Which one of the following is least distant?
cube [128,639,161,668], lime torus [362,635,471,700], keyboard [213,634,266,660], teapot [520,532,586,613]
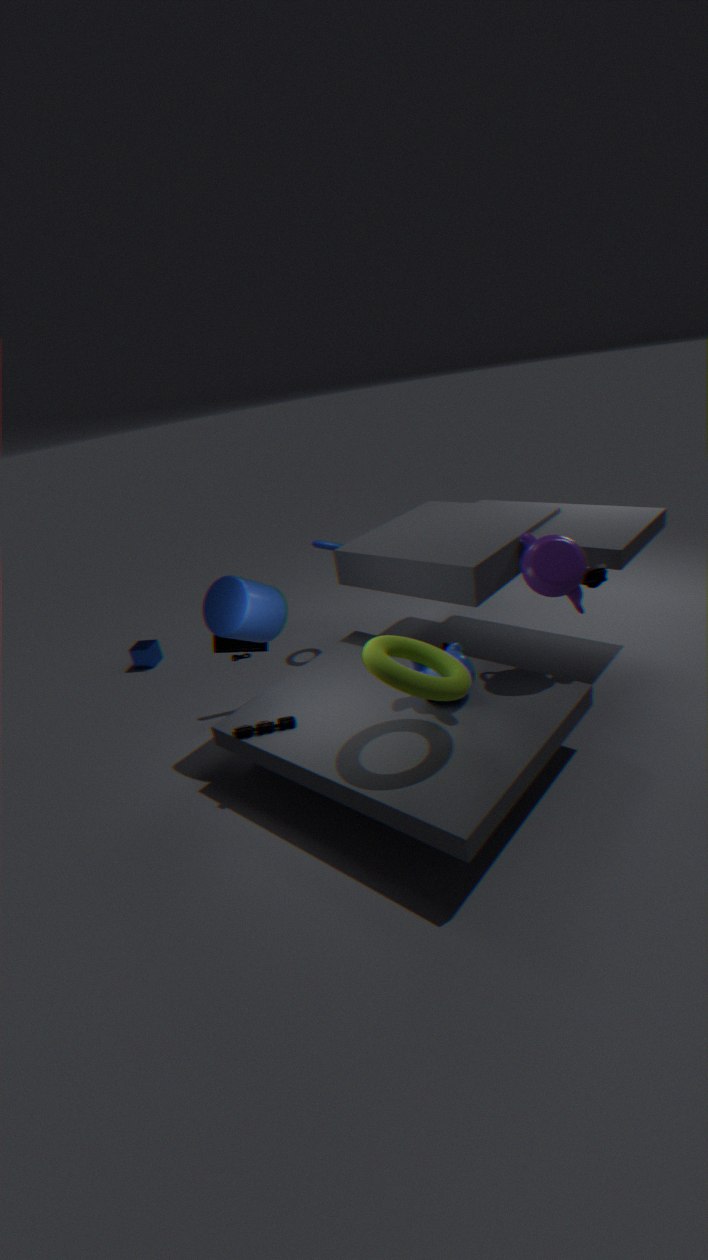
lime torus [362,635,471,700]
